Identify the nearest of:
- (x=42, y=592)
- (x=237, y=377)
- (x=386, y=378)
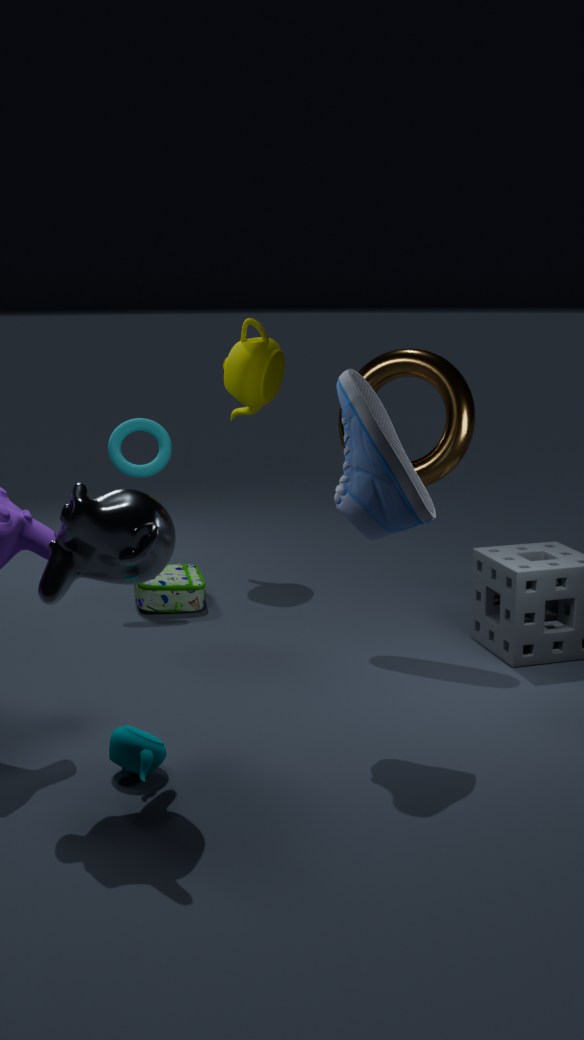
(x=42, y=592)
